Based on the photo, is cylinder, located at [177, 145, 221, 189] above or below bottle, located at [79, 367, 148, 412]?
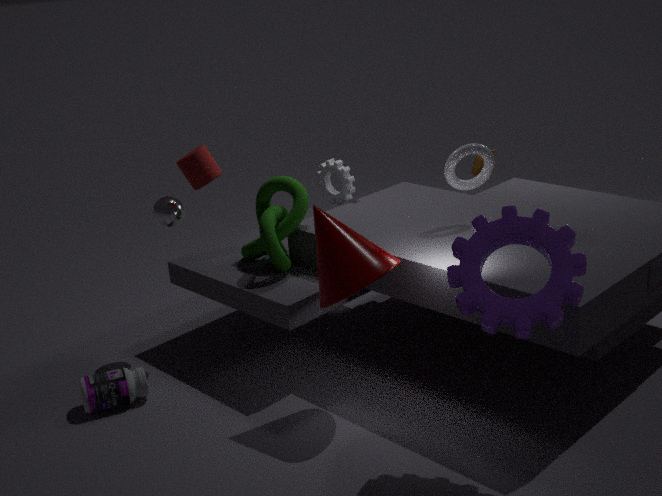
above
